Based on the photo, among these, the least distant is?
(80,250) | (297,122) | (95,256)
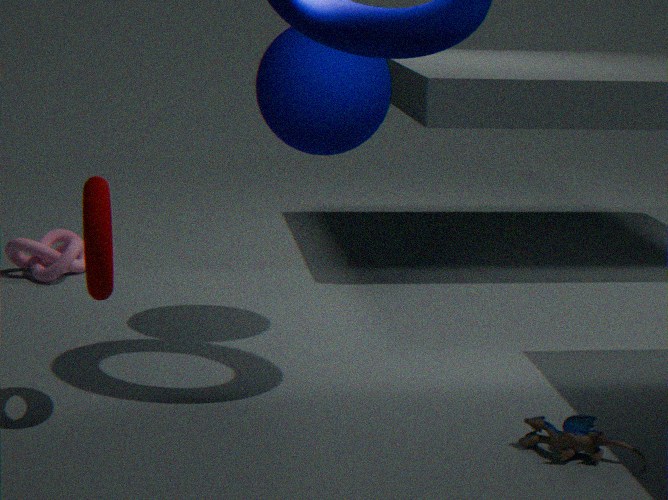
(95,256)
